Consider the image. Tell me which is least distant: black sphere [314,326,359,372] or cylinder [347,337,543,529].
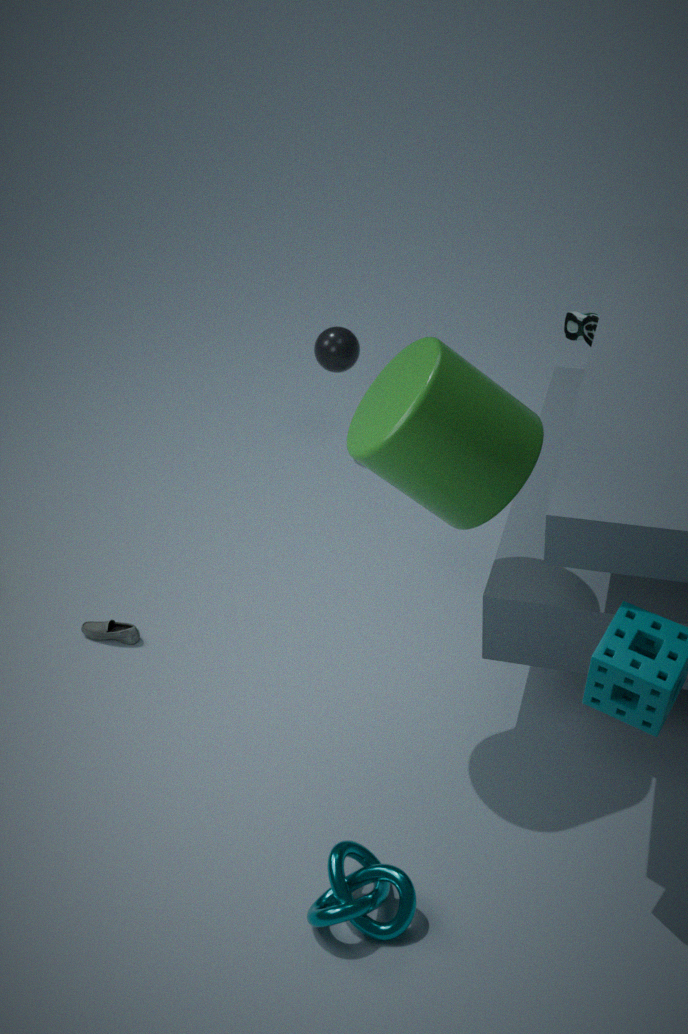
cylinder [347,337,543,529]
